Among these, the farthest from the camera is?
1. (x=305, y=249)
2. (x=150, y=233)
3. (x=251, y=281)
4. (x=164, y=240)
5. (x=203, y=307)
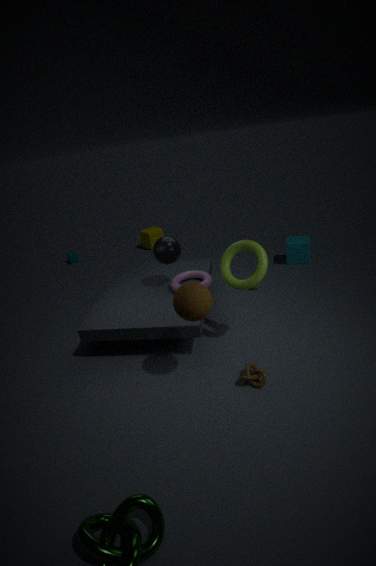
(x=150, y=233)
